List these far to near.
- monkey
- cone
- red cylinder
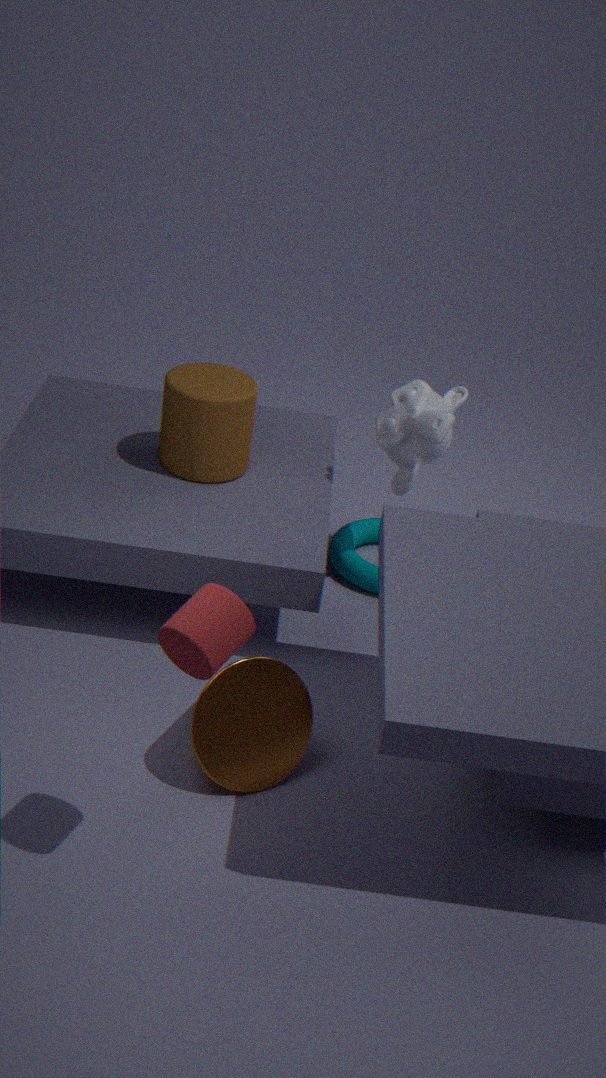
monkey → cone → red cylinder
